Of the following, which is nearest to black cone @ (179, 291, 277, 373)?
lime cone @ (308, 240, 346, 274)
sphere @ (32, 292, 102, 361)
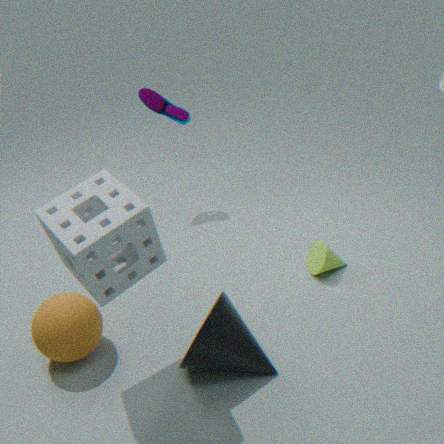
sphere @ (32, 292, 102, 361)
